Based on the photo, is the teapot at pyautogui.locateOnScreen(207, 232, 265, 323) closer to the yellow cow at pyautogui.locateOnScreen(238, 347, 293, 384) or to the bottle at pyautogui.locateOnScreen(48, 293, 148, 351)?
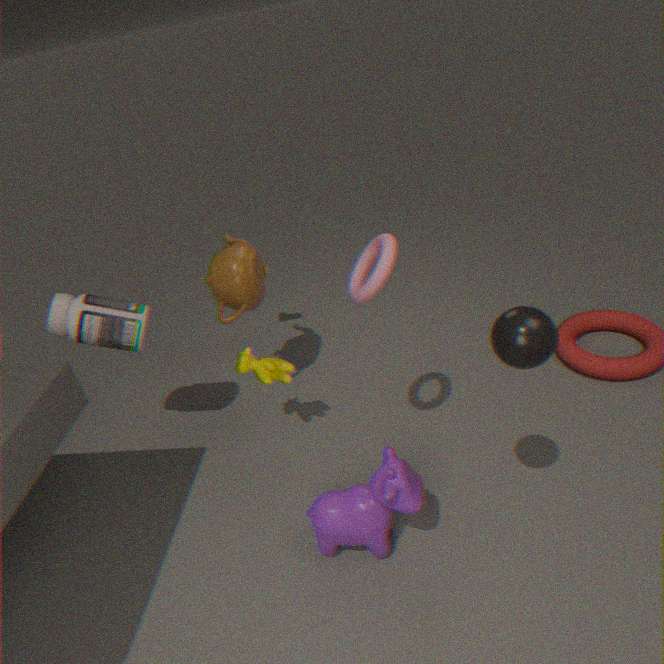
the yellow cow at pyautogui.locateOnScreen(238, 347, 293, 384)
